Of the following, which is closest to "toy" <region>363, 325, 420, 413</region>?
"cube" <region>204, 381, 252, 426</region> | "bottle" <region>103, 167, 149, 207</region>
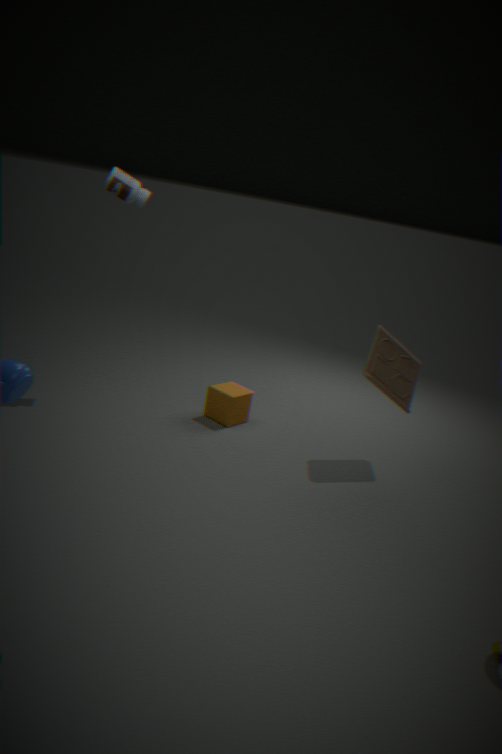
"cube" <region>204, 381, 252, 426</region>
